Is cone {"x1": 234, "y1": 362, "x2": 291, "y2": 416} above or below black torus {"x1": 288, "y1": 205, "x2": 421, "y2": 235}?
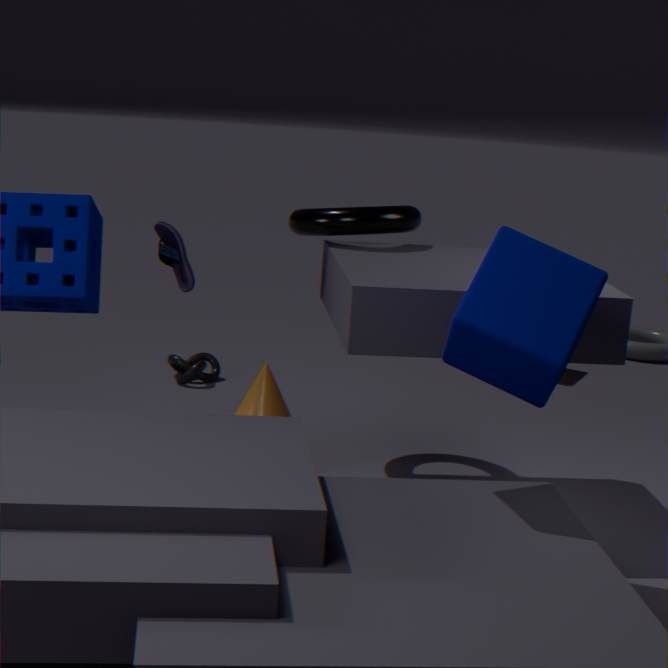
below
